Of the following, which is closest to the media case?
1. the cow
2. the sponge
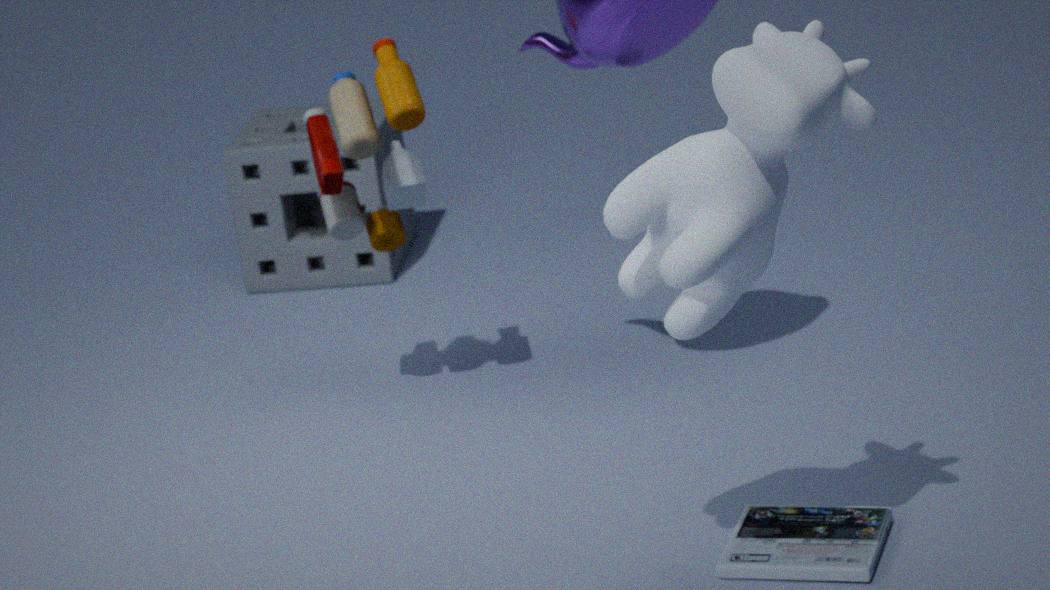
the cow
